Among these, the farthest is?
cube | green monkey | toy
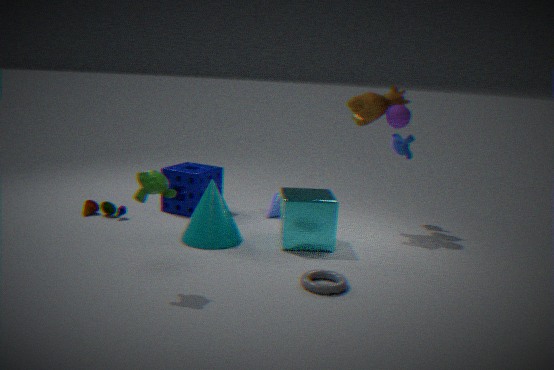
toy
